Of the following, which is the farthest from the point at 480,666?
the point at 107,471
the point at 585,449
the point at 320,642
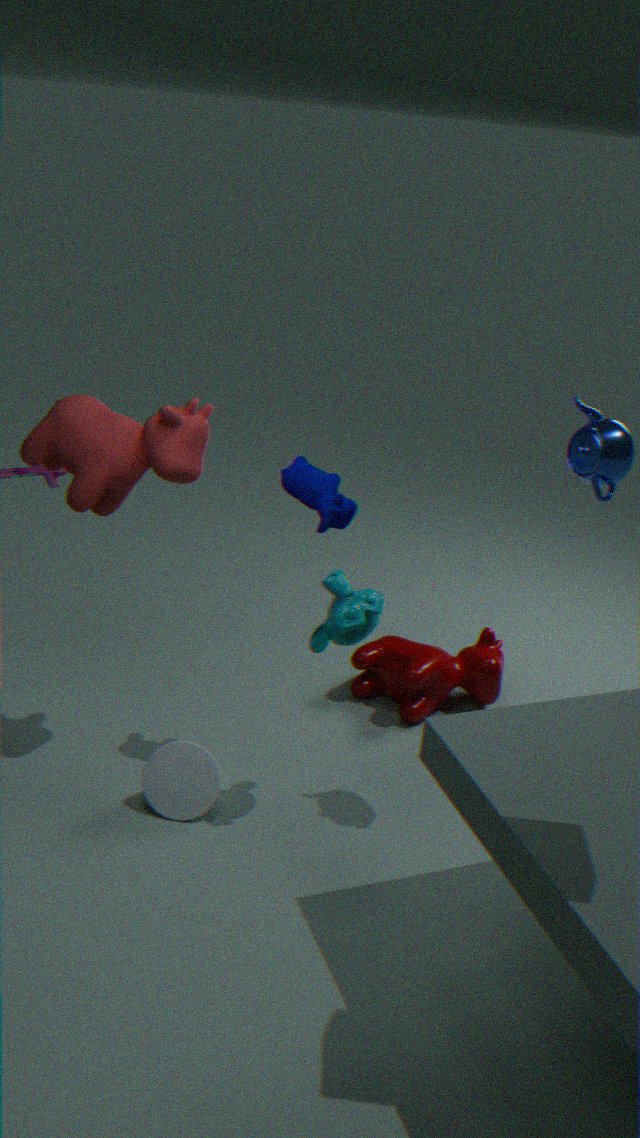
the point at 107,471
